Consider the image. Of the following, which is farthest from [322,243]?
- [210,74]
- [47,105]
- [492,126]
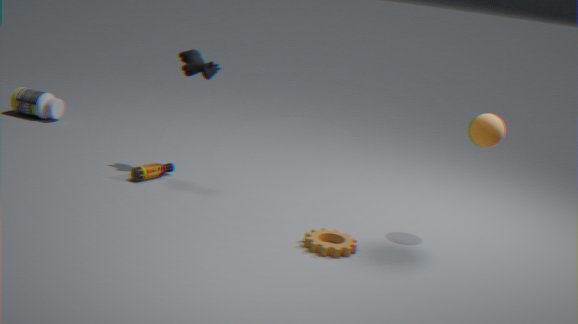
[47,105]
